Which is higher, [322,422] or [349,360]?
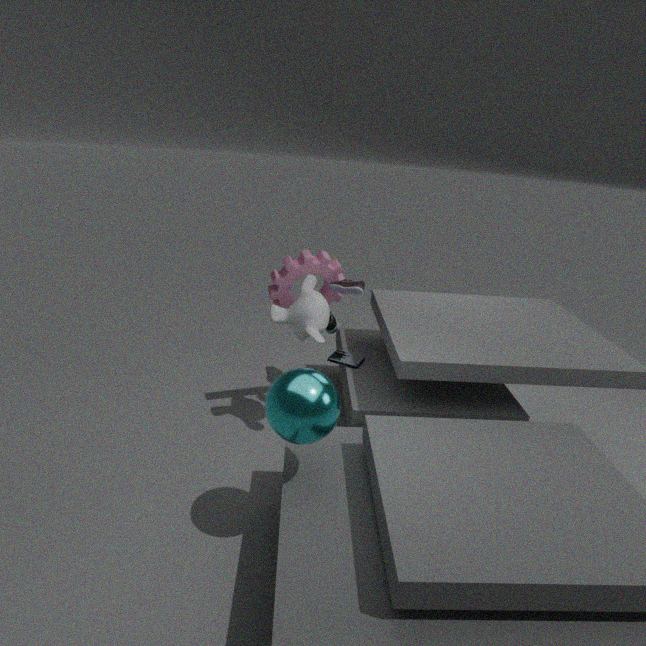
[322,422]
